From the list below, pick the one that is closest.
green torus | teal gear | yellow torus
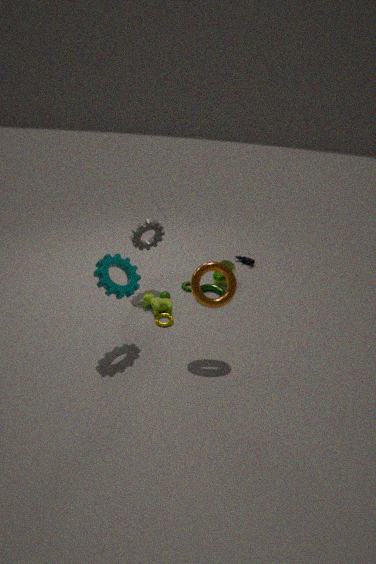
teal gear
